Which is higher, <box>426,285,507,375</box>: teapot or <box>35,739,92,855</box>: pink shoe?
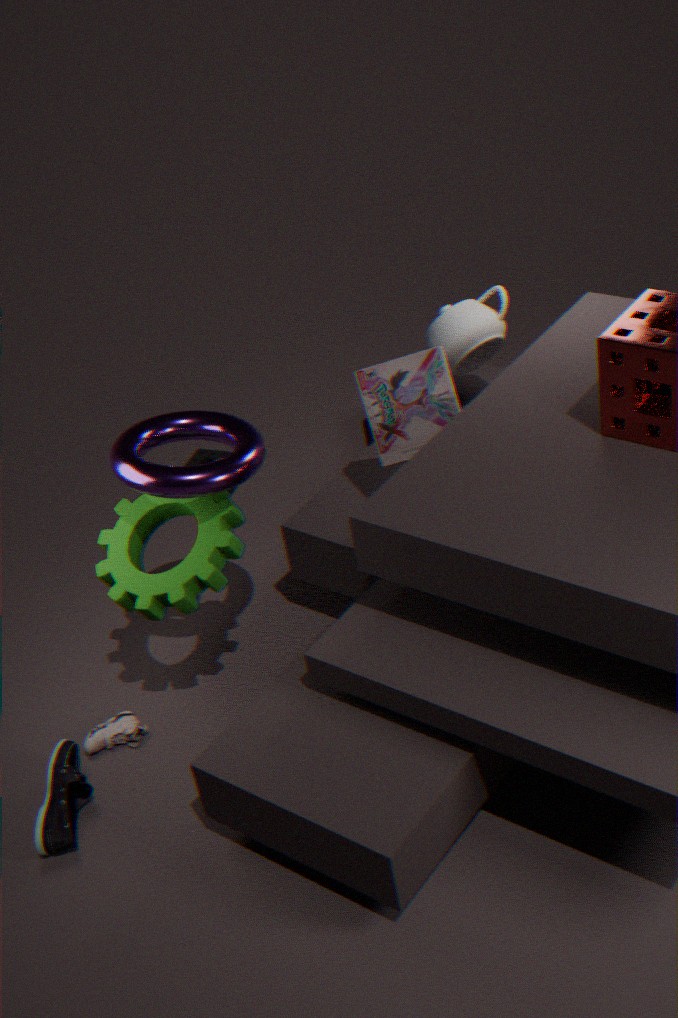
<box>426,285,507,375</box>: teapot
